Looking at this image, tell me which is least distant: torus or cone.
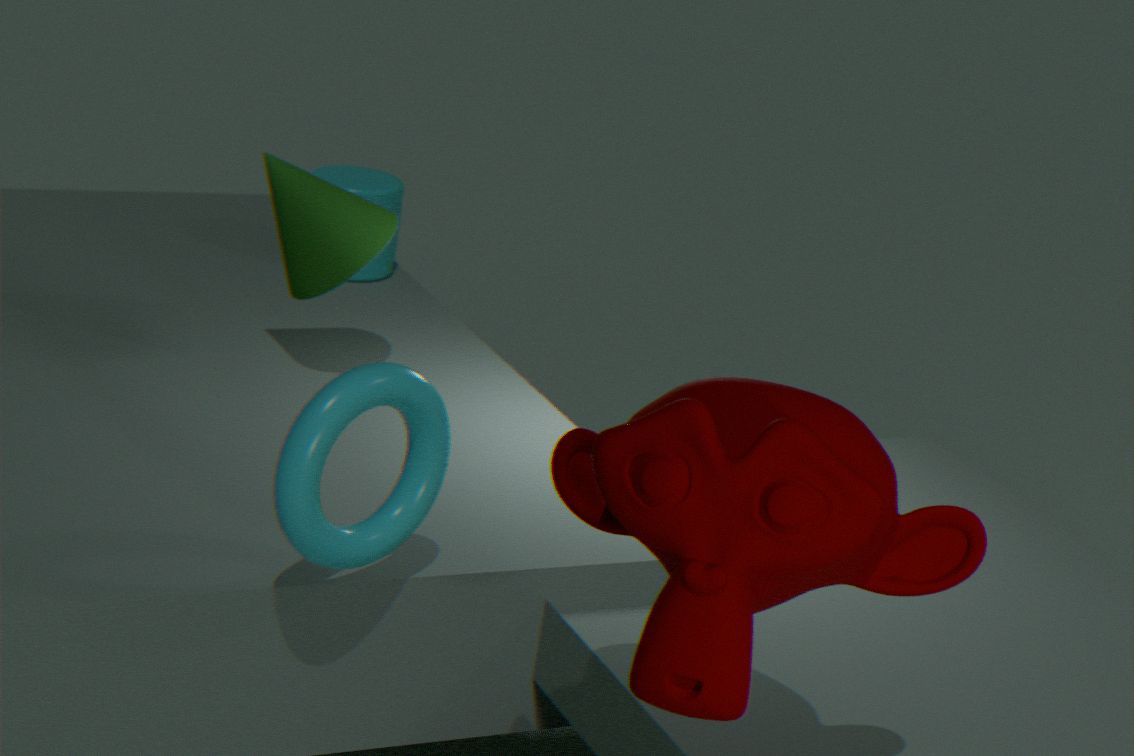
torus
